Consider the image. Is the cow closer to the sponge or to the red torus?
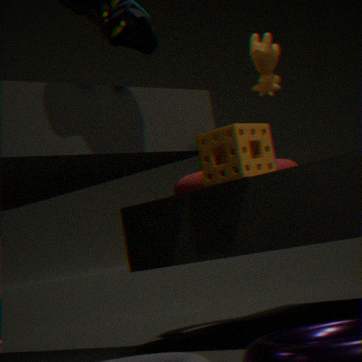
the red torus
